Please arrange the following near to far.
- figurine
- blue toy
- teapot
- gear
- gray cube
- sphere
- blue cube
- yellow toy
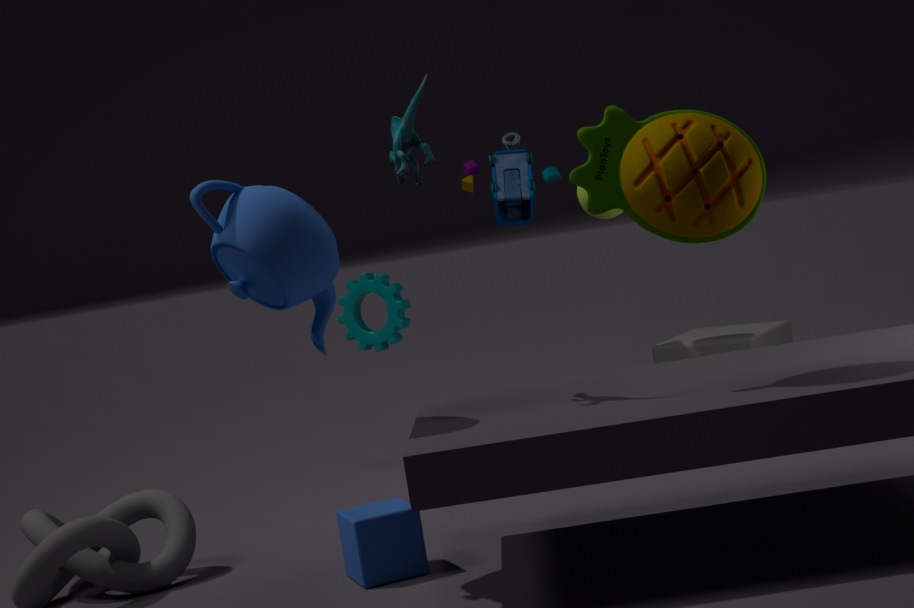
yellow toy, teapot, figurine, blue cube, gray cube, sphere, blue toy, gear
